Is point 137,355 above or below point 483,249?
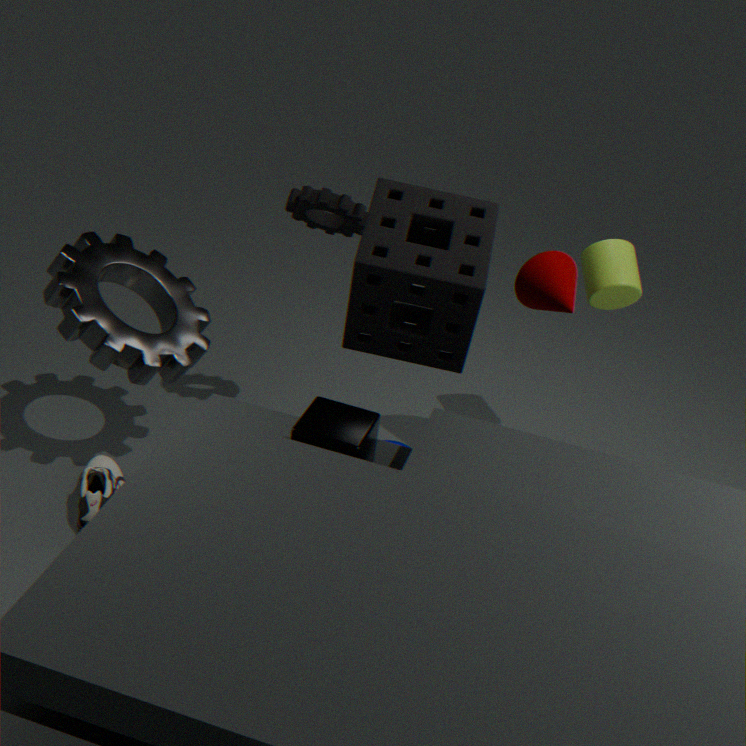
below
